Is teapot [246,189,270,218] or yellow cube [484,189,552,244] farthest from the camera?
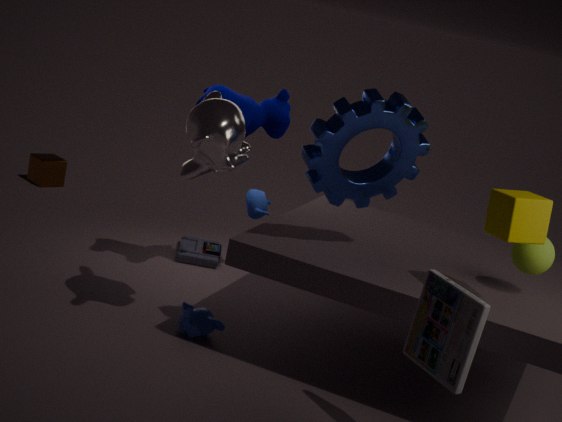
teapot [246,189,270,218]
